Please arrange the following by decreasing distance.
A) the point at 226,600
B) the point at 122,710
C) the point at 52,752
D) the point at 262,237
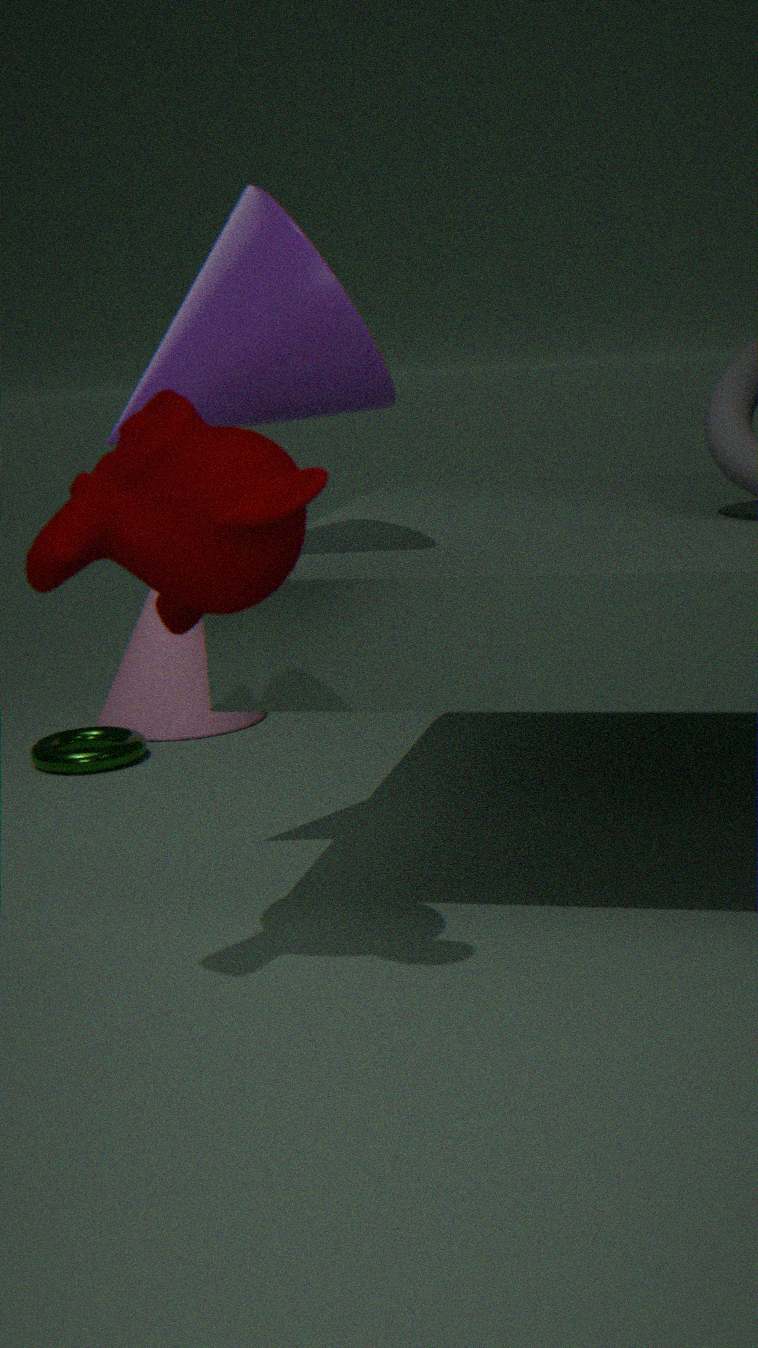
1. the point at 122,710
2. the point at 52,752
3. the point at 262,237
4. the point at 226,600
